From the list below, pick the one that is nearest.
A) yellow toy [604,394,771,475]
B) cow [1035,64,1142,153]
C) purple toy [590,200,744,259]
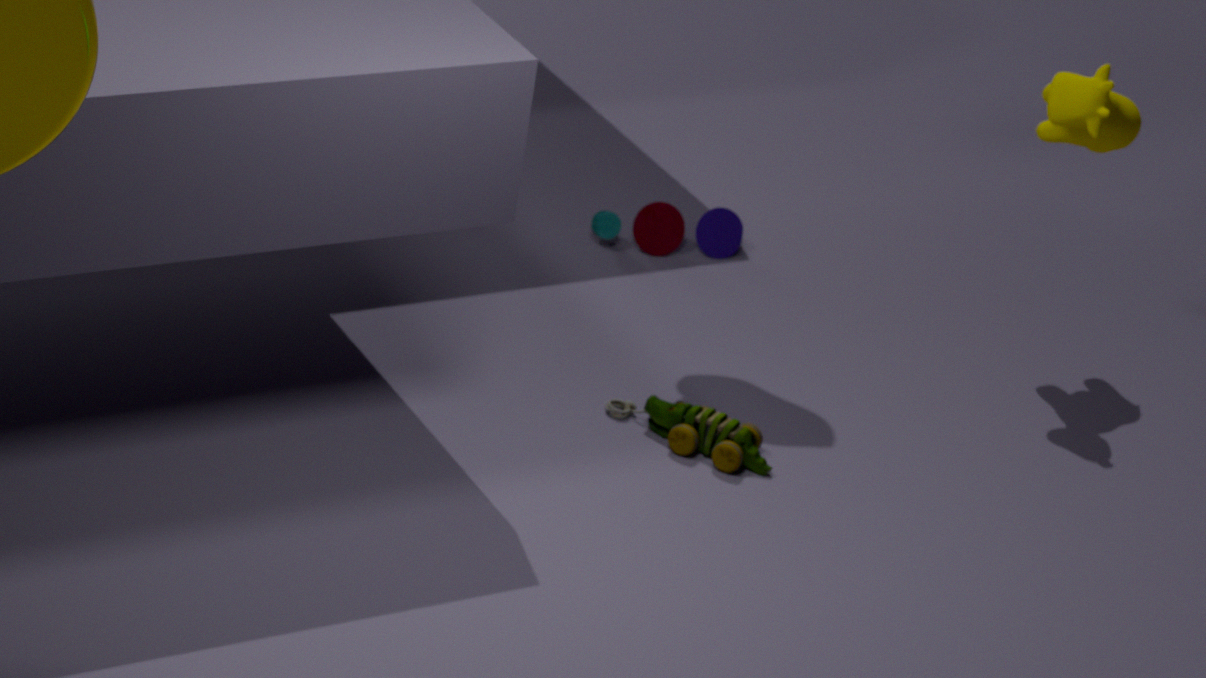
yellow toy [604,394,771,475]
